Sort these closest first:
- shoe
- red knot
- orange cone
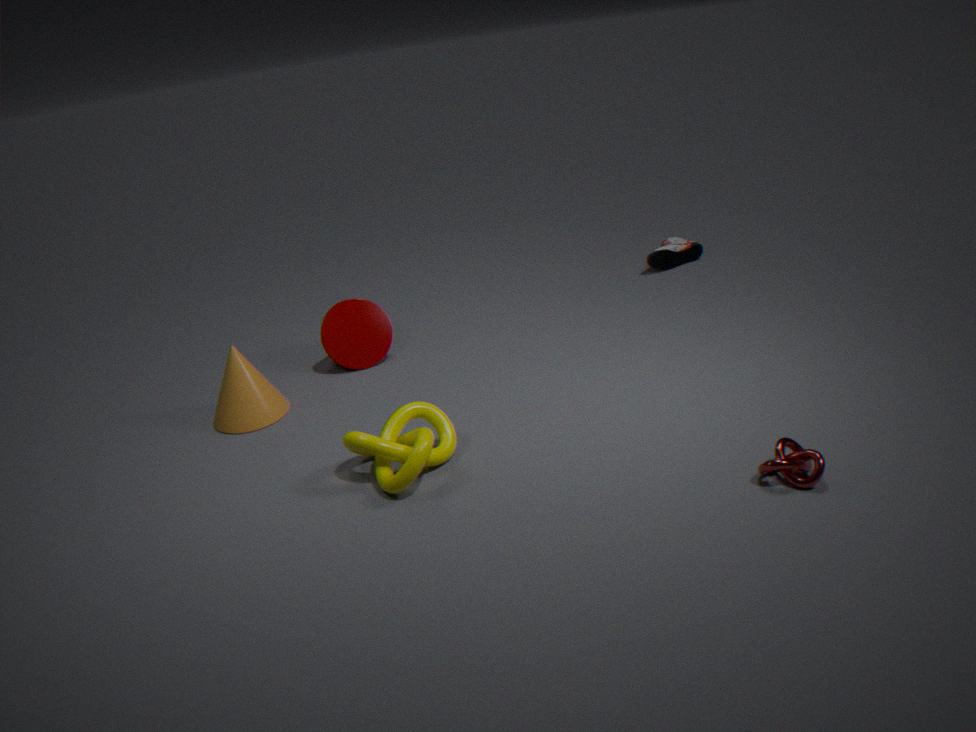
red knot, orange cone, shoe
